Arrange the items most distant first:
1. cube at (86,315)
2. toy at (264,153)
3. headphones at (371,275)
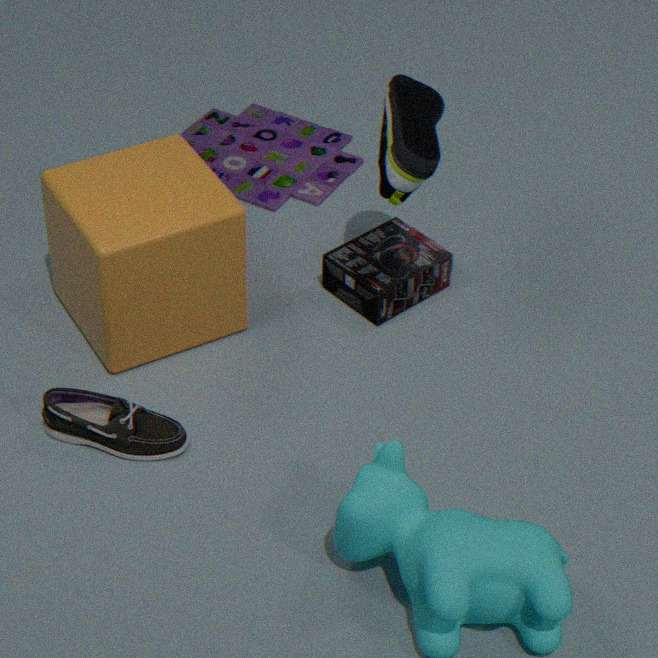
1. toy at (264,153)
2. headphones at (371,275)
3. cube at (86,315)
